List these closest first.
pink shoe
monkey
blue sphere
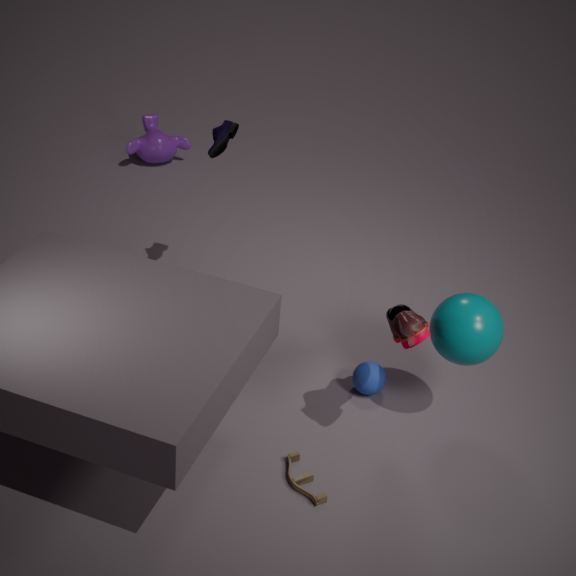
1. pink shoe
2. blue sphere
3. monkey
